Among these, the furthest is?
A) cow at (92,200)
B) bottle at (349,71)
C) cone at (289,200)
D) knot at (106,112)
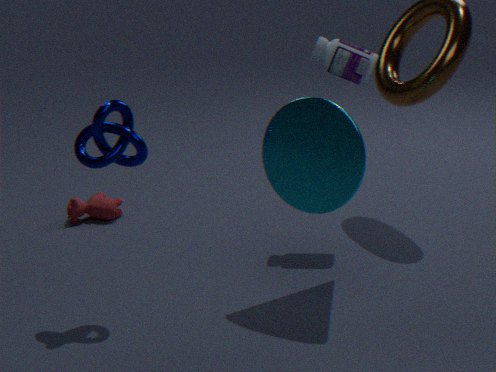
cow at (92,200)
